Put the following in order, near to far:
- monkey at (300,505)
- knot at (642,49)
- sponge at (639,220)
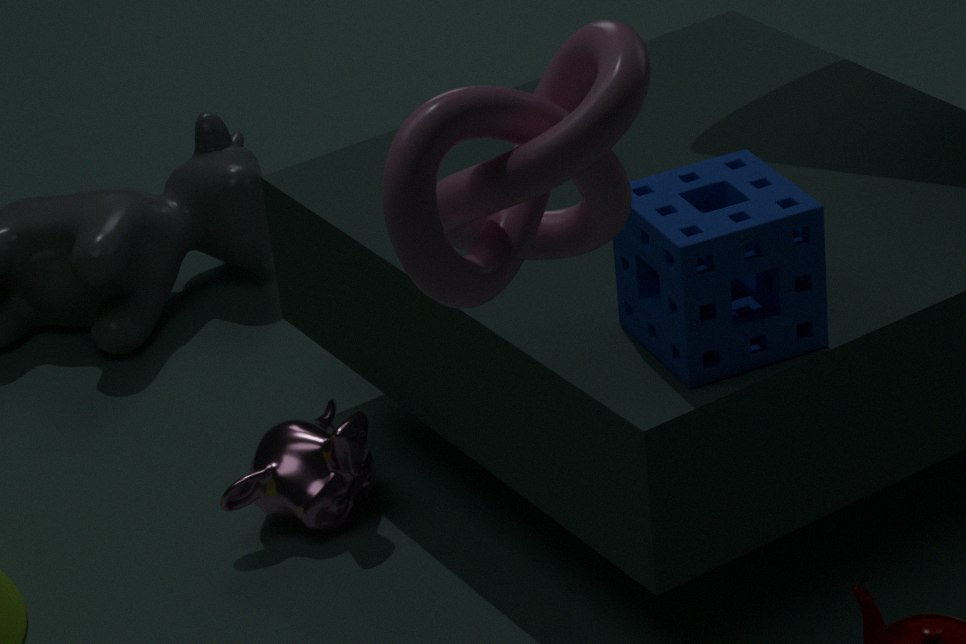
knot at (642,49) < sponge at (639,220) < monkey at (300,505)
